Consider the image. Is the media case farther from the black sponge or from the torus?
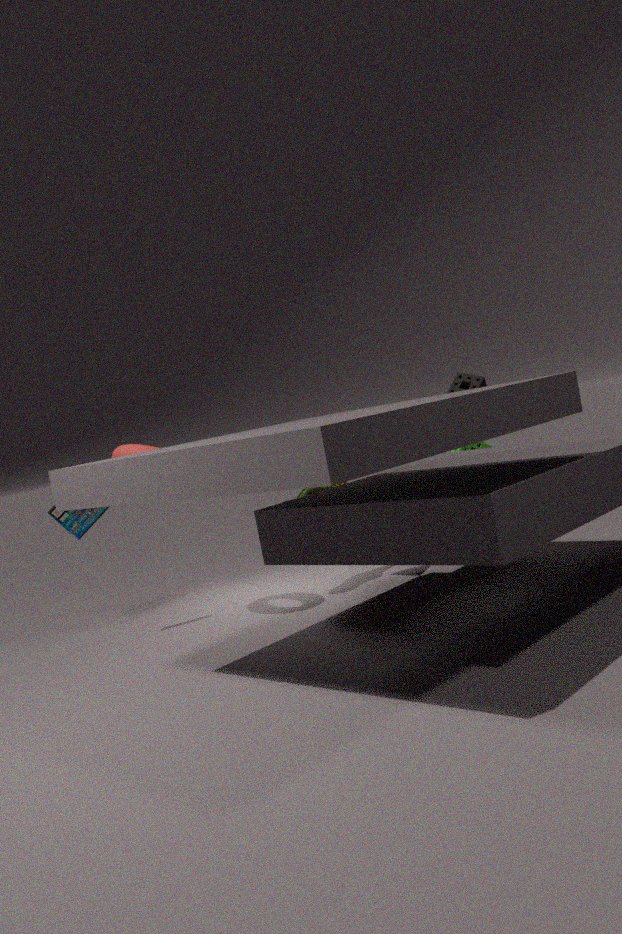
the black sponge
